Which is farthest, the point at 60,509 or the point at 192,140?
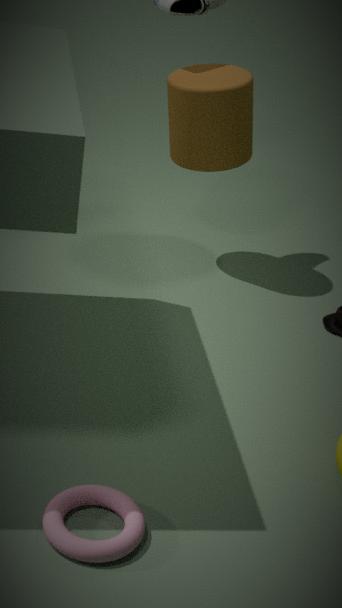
the point at 192,140
